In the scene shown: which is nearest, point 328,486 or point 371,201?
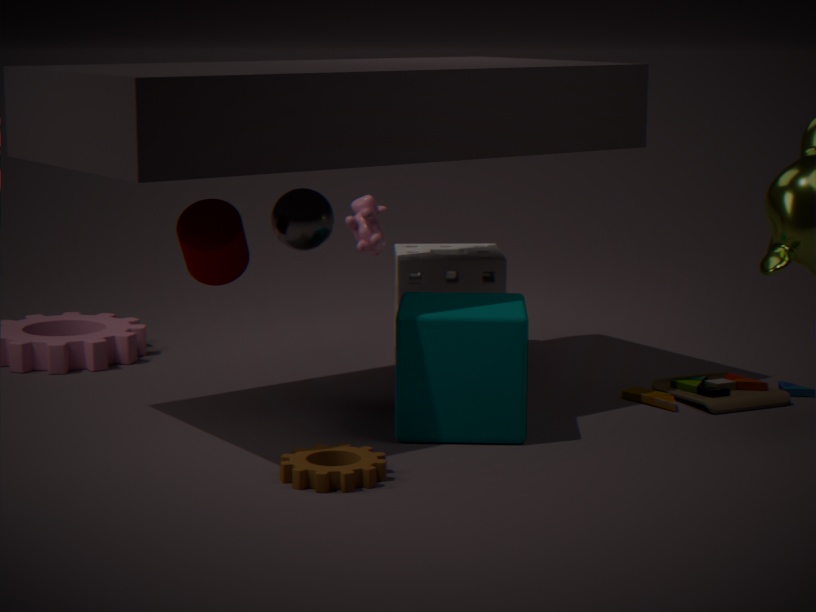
point 328,486
